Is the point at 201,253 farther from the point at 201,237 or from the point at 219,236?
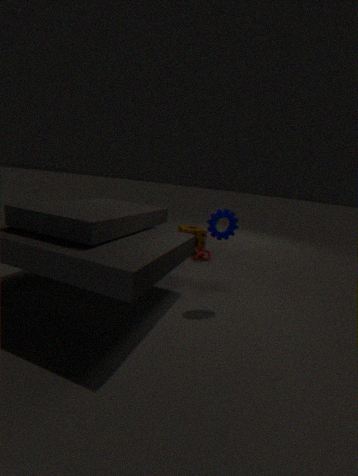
the point at 219,236
